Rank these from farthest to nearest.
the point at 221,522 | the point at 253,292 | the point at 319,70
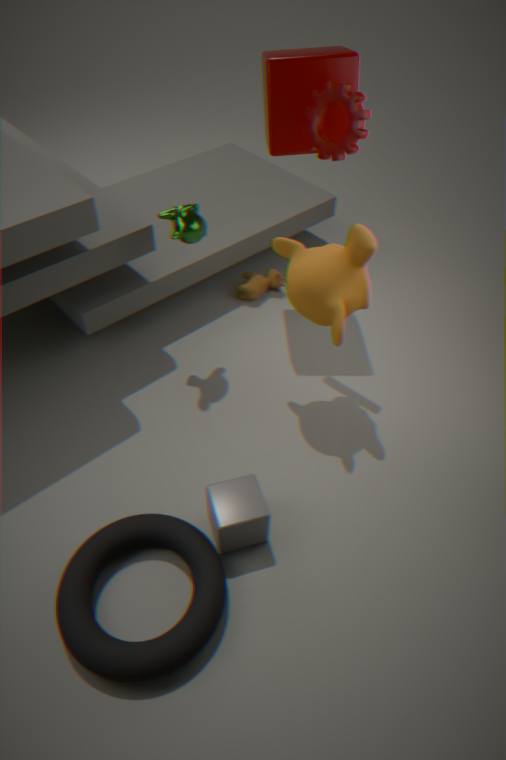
1. the point at 253,292
2. the point at 319,70
3. the point at 221,522
